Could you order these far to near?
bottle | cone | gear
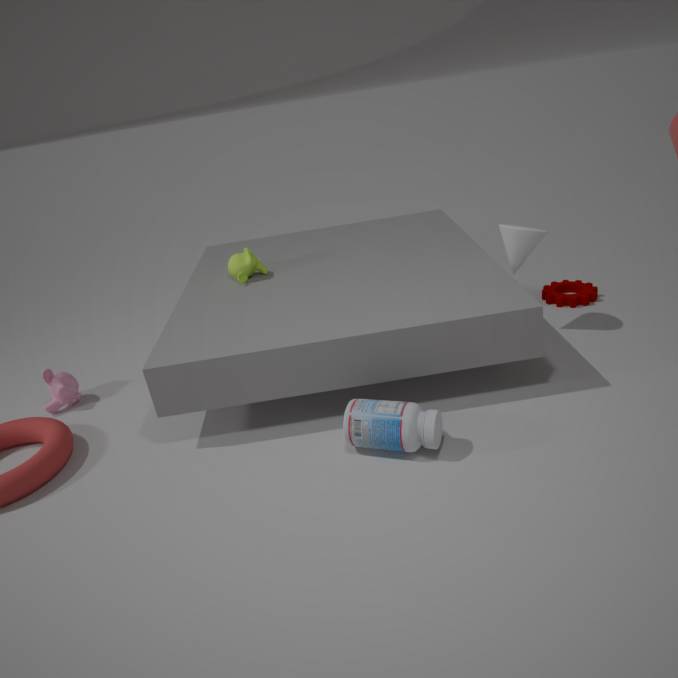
1. gear
2. cone
3. bottle
